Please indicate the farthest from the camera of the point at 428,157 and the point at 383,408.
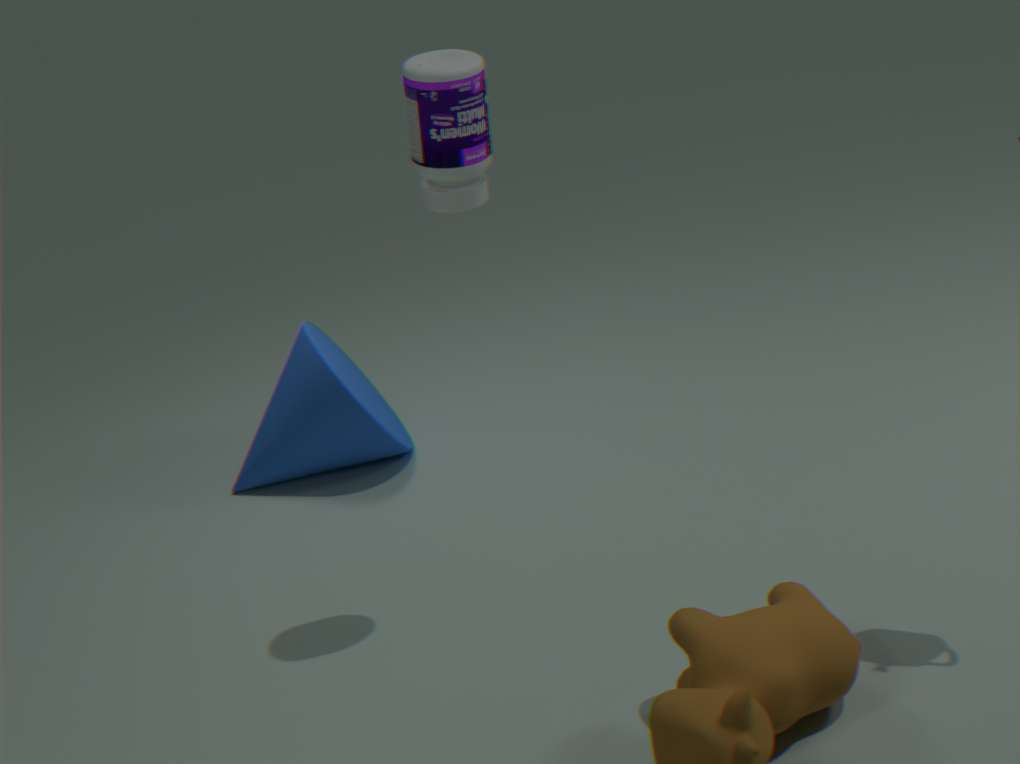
the point at 383,408
